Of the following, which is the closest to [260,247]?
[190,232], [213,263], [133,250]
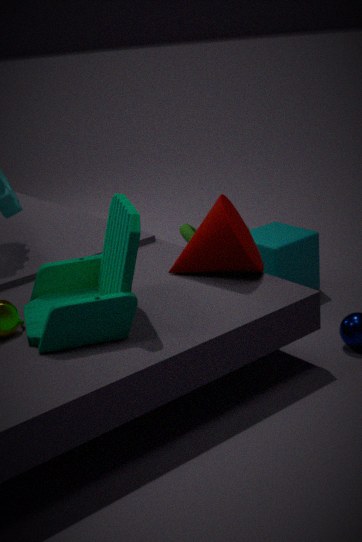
[190,232]
